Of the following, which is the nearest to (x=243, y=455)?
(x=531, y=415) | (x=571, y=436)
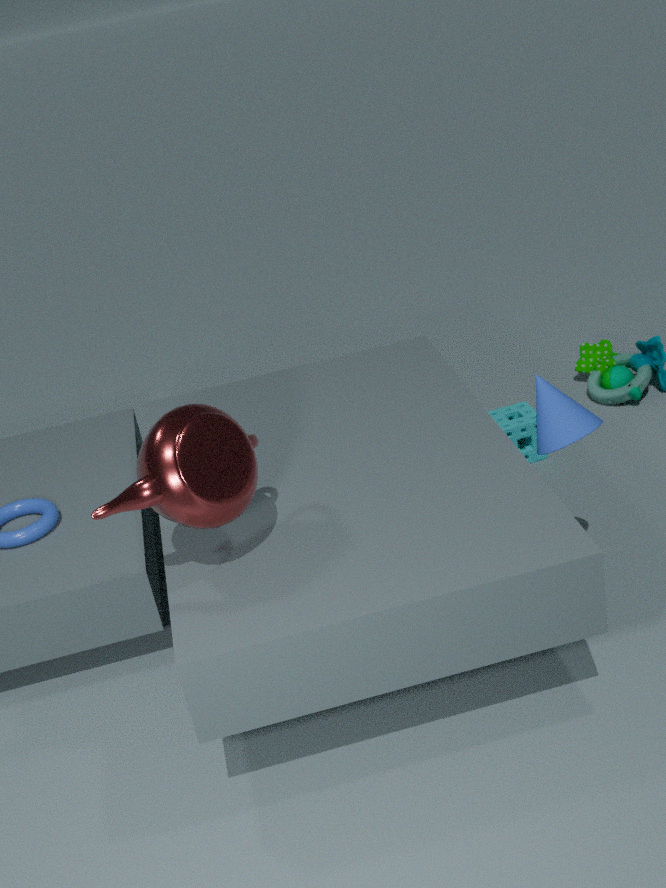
(x=571, y=436)
